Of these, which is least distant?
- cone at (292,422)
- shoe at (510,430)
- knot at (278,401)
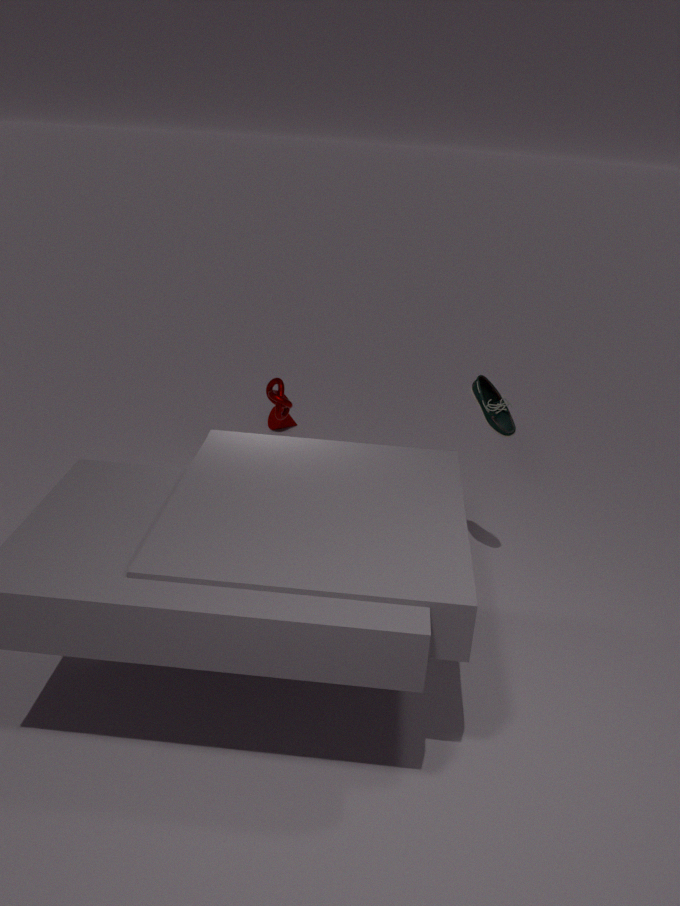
shoe at (510,430)
